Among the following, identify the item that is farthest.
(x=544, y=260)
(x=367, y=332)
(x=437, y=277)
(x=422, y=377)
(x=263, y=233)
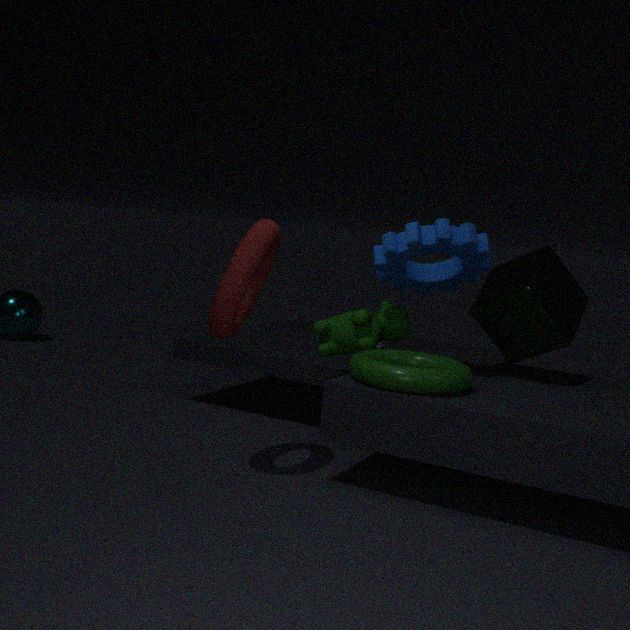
(x=437, y=277)
